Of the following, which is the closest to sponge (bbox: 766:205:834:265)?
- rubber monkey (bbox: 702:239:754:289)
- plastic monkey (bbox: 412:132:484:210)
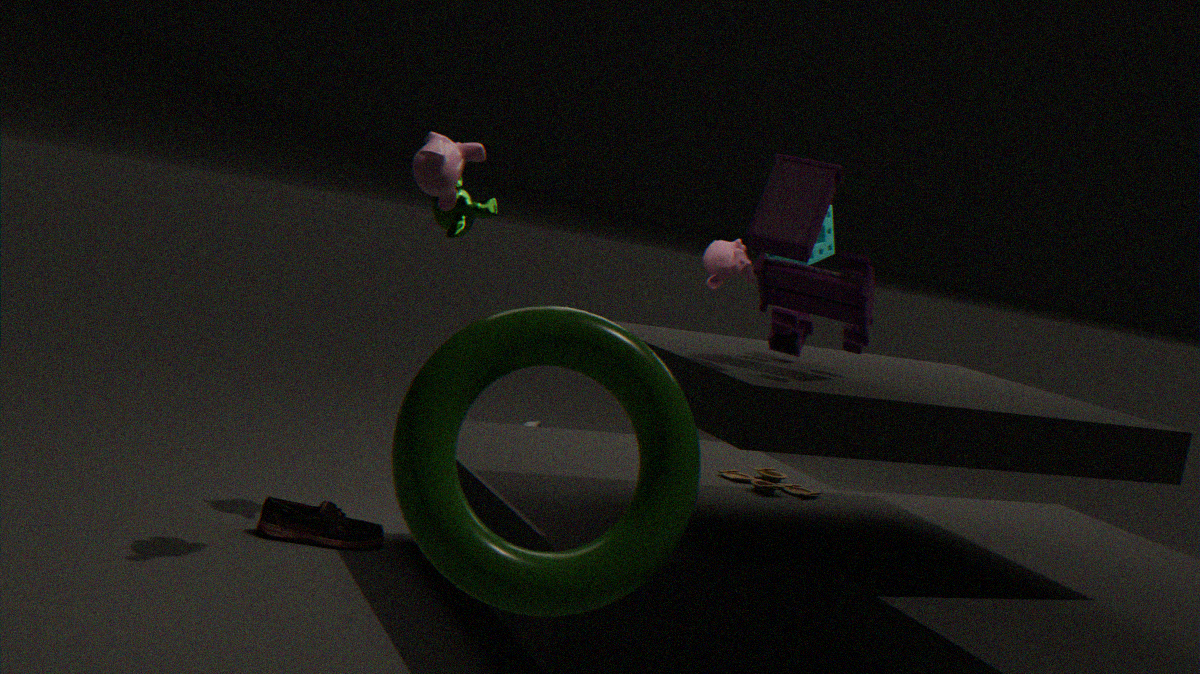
rubber monkey (bbox: 702:239:754:289)
